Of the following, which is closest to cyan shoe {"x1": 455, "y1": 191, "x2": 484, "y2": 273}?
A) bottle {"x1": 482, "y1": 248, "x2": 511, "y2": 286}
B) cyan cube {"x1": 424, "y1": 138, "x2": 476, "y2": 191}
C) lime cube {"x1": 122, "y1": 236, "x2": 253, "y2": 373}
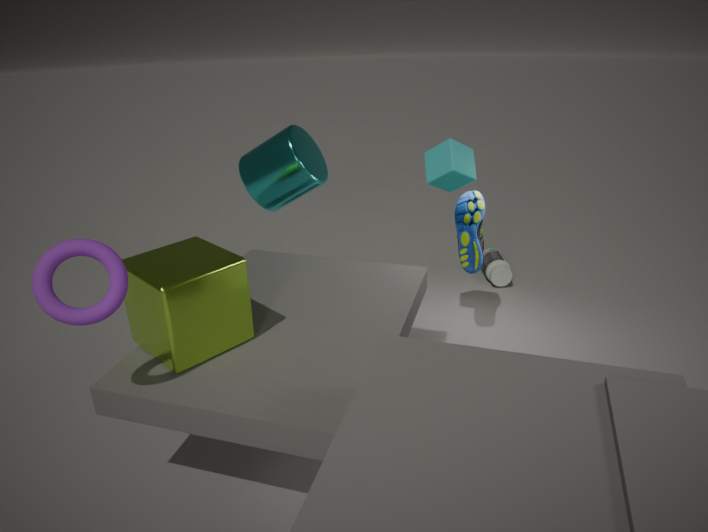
cyan cube {"x1": 424, "y1": 138, "x2": 476, "y2": 191}
